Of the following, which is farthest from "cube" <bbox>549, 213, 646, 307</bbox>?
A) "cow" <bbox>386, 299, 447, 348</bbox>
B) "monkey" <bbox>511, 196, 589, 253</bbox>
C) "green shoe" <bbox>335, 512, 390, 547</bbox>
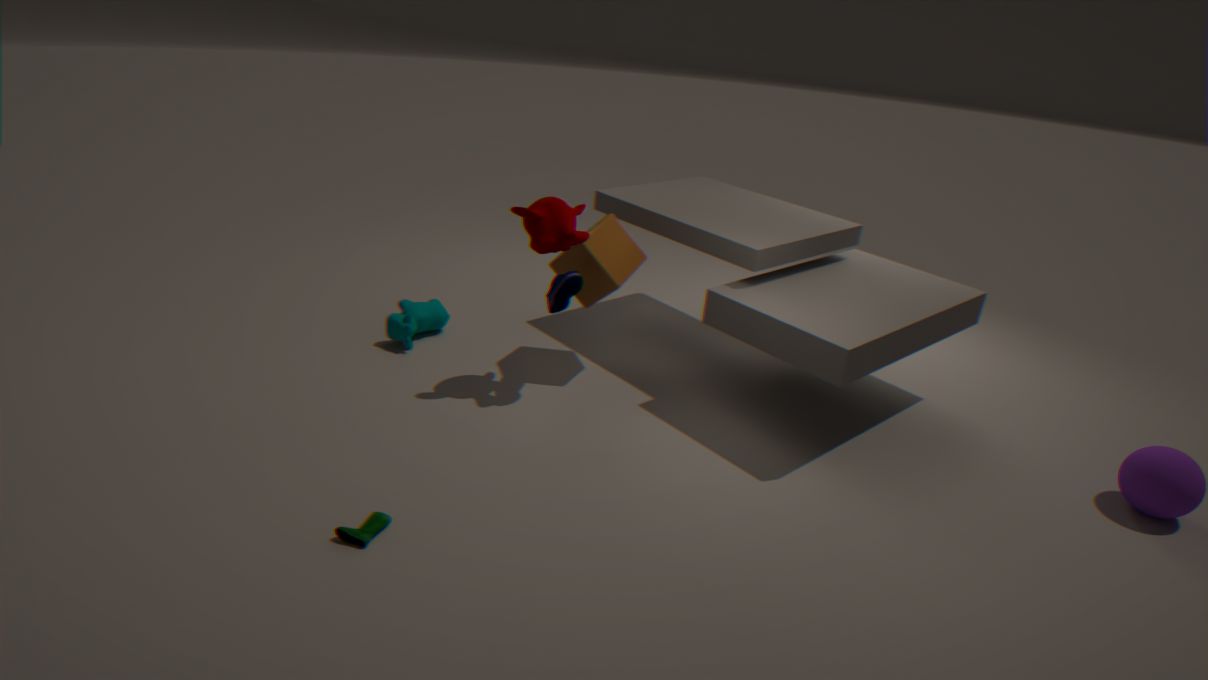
"green shoe" <bbox>335, 512, 390, 547</bbox>
